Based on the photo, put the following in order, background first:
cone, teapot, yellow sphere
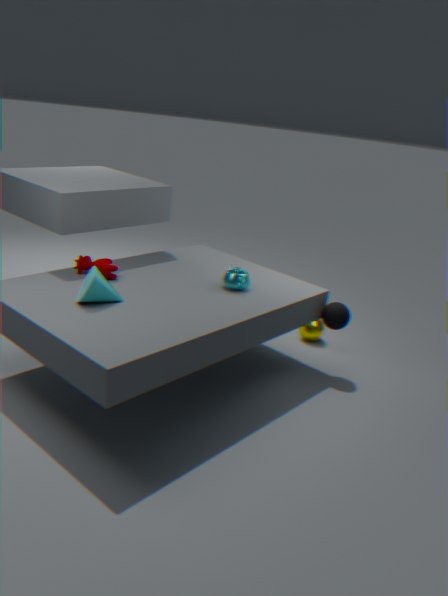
yellow sphere → teapot → cone
